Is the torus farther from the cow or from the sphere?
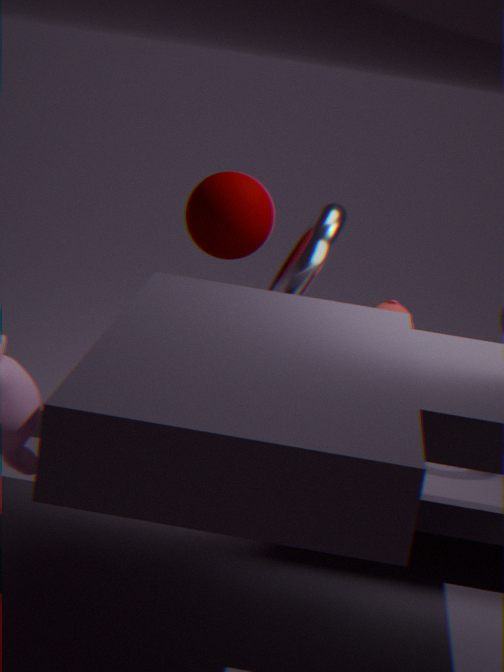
the cow
